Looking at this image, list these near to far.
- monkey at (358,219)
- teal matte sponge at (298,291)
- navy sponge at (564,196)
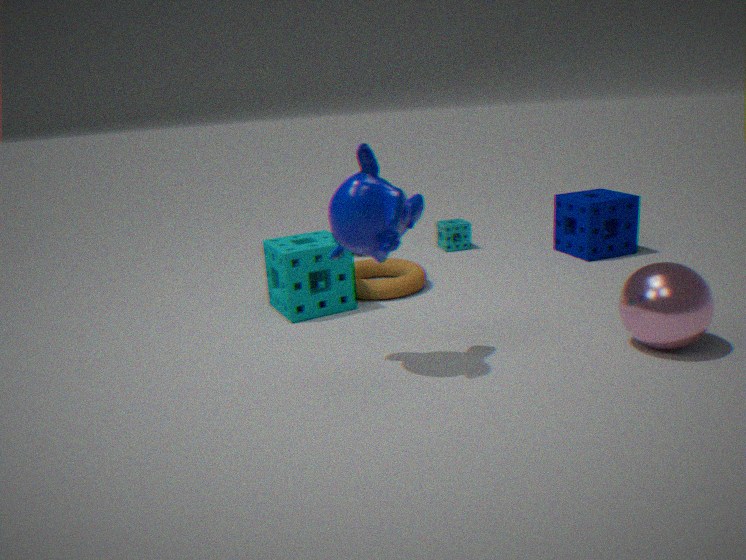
monkey at (358,219) → teal matte sponge at (298,291) → navy sponge at (564,196)
